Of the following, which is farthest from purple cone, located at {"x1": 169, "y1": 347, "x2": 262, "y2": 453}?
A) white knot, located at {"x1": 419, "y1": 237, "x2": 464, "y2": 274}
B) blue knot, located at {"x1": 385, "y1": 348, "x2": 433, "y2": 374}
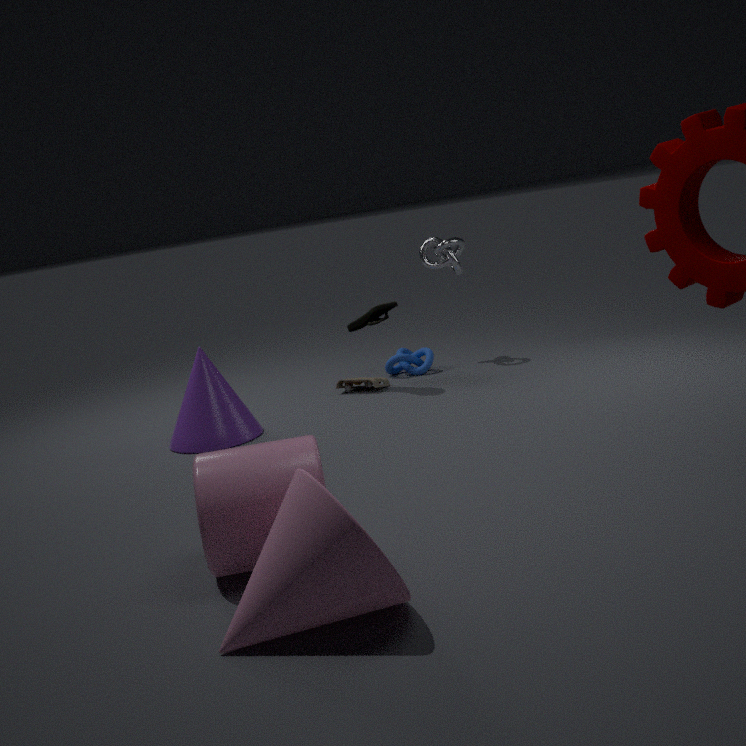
white knot, located at {"x1": 419, "y1": 237, "x2": 464, "y2": 274}
